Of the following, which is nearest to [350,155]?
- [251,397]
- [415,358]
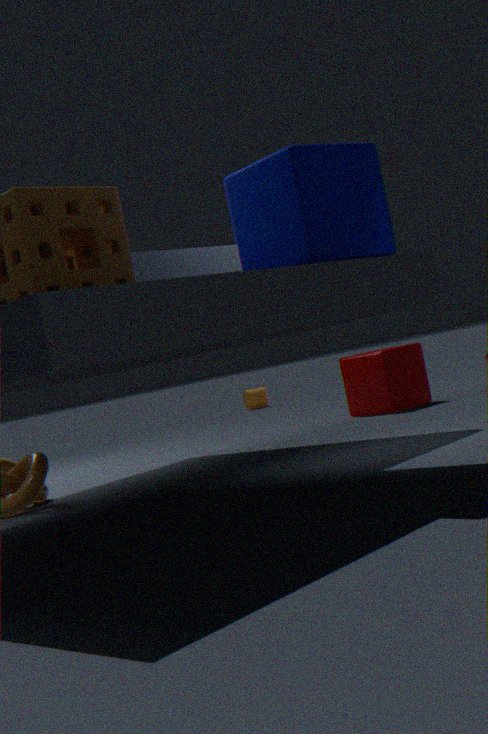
[415,358]
